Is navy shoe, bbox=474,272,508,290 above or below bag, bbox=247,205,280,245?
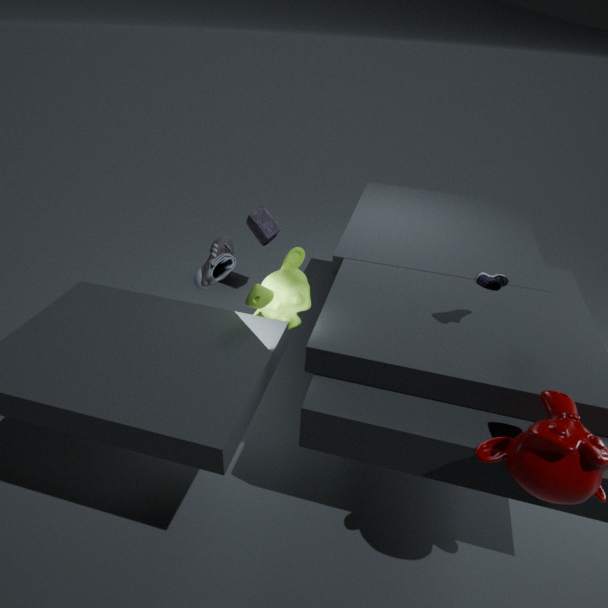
above
